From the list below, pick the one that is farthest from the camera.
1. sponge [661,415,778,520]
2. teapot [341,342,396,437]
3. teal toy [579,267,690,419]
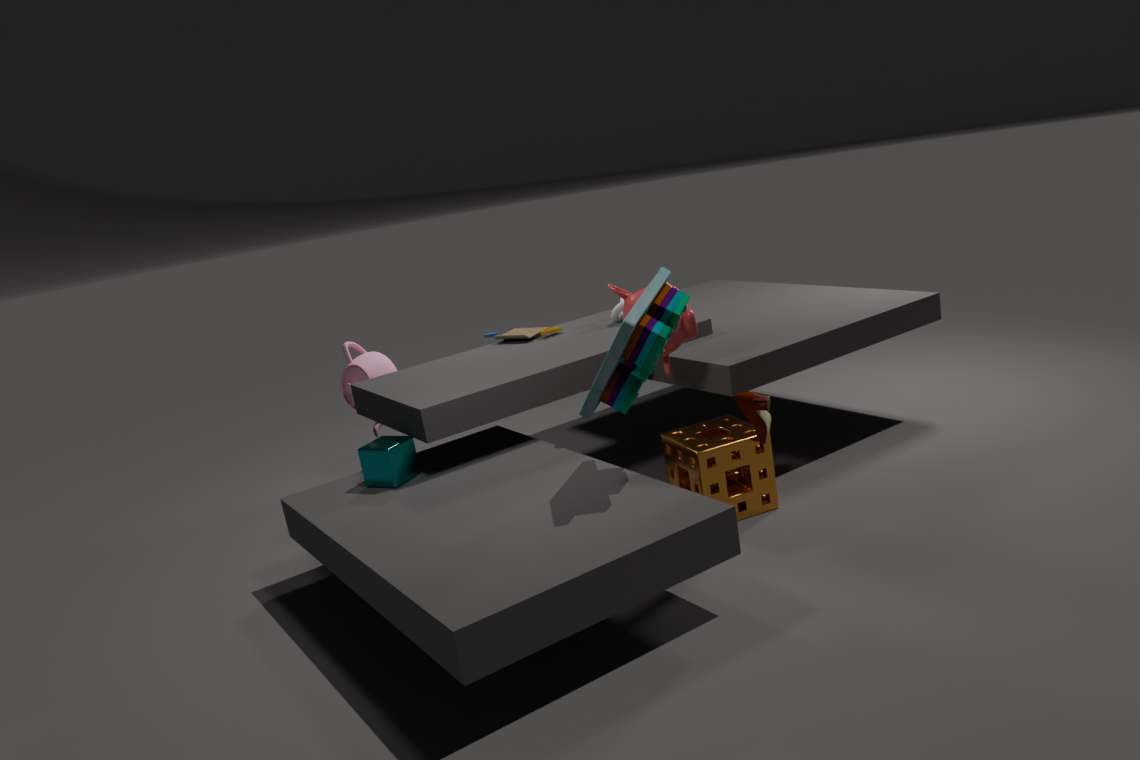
teapot [341,342,396,437]
